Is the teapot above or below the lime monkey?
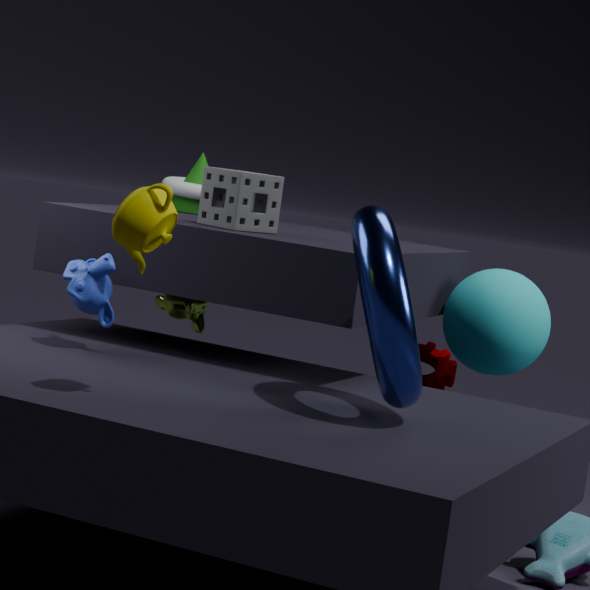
above
